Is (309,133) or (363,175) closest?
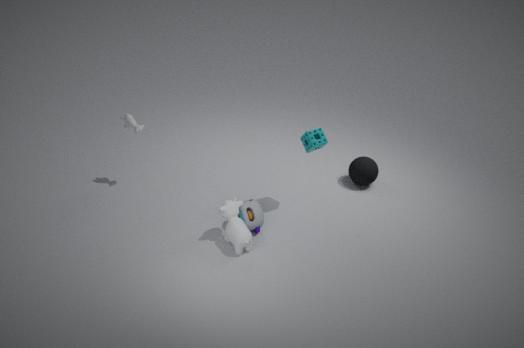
(309,133)
